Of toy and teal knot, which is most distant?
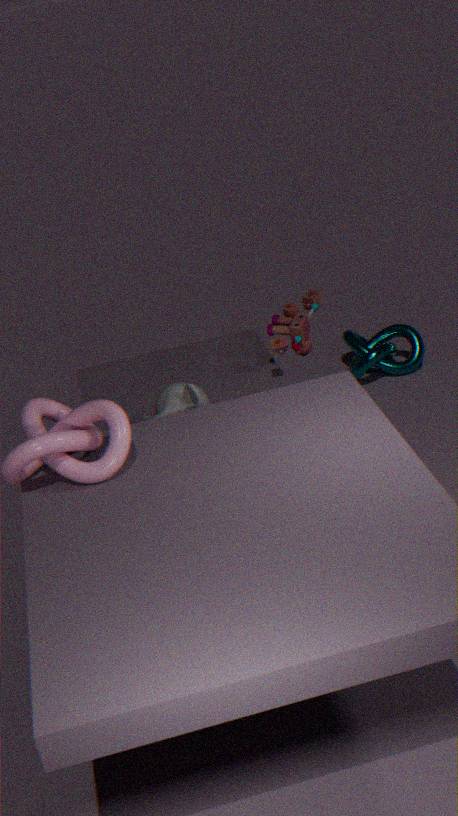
teal knot
